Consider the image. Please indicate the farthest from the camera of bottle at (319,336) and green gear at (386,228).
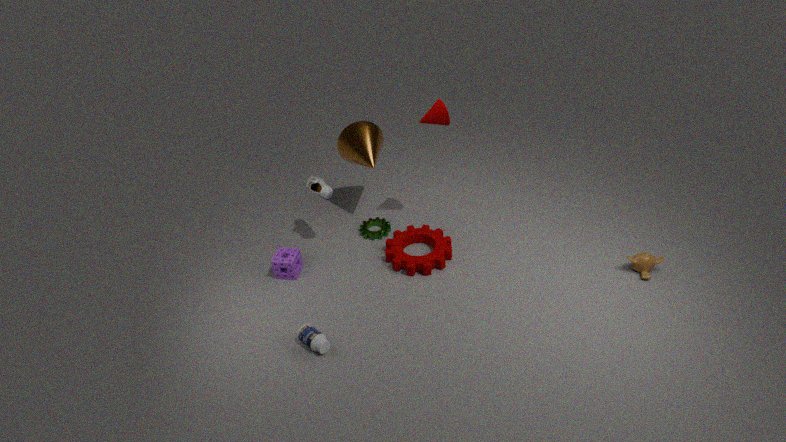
green gear at (386,228)
